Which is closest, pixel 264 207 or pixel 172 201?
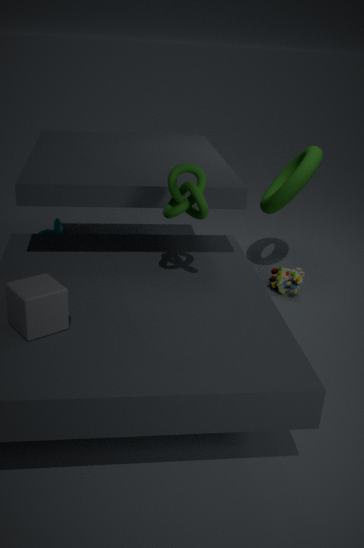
pixel 172 201
